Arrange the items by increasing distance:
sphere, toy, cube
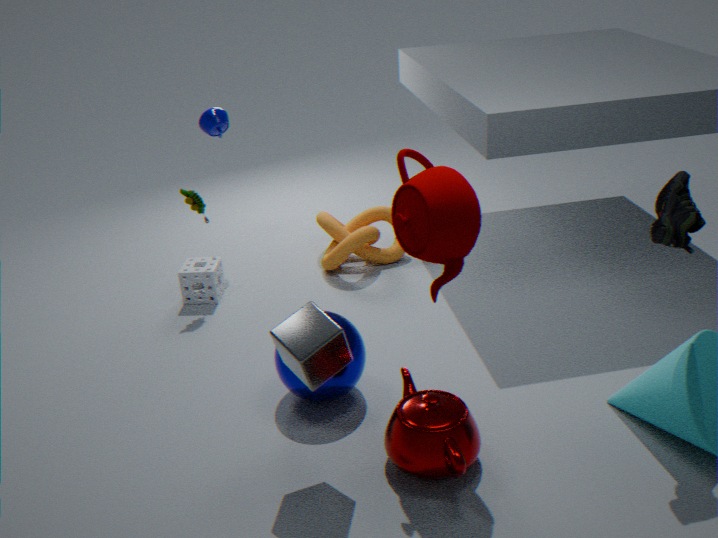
1. cube
2. sphere
3. toy
